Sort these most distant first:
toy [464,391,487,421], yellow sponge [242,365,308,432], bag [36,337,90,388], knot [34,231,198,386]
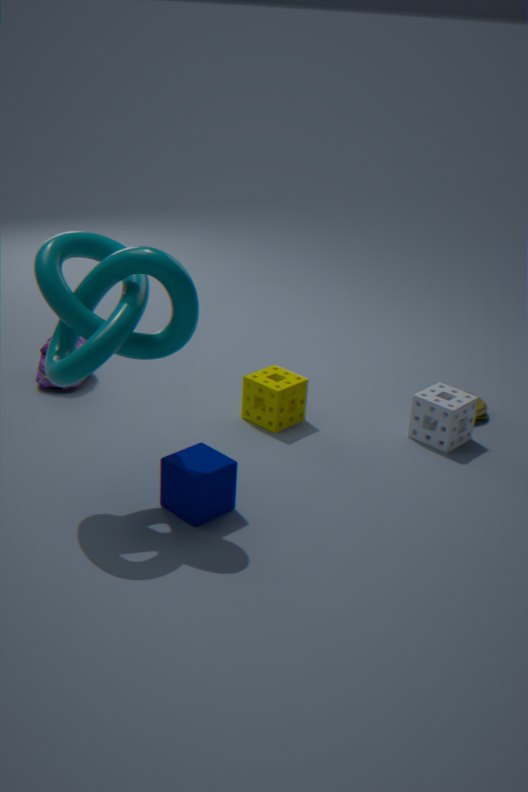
bag [36,337,90,388] < toy [464,391,487,421] < yellow sponge [242,365,308,432] < knot [34,231,198,386]
